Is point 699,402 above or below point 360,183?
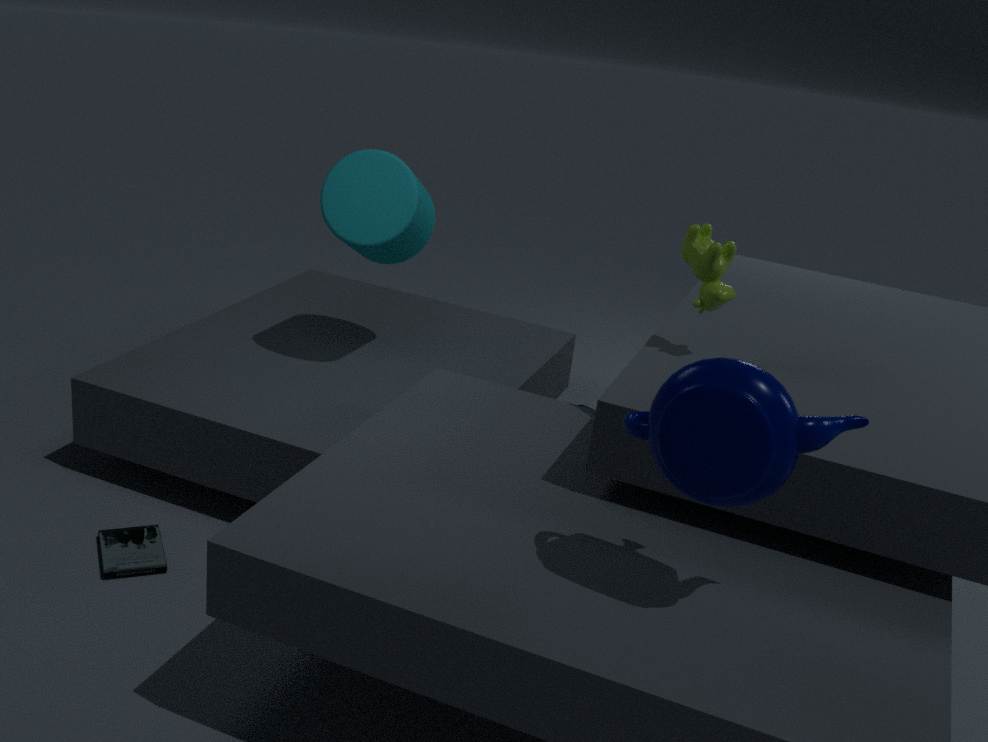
above
